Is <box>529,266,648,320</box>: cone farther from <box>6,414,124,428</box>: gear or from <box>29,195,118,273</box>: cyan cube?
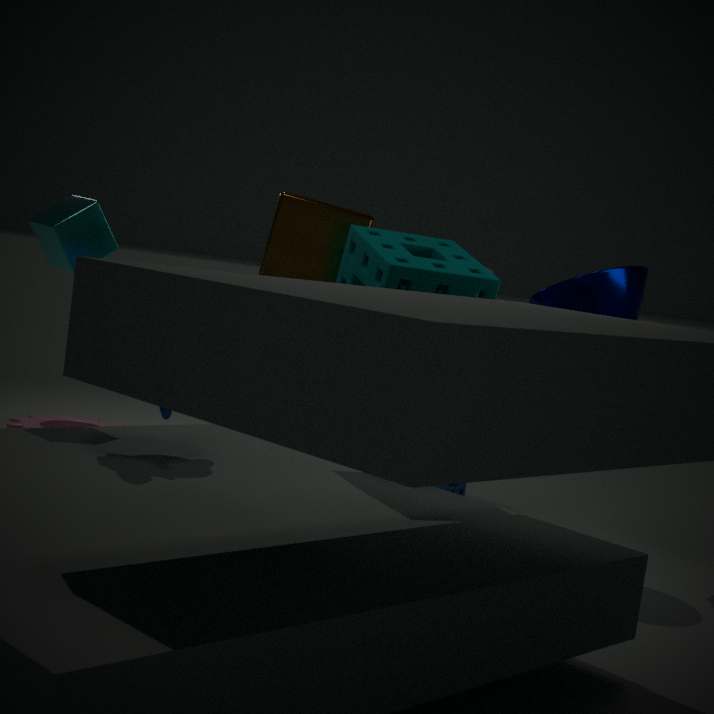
<box>6,414,124,428</box>: gear
